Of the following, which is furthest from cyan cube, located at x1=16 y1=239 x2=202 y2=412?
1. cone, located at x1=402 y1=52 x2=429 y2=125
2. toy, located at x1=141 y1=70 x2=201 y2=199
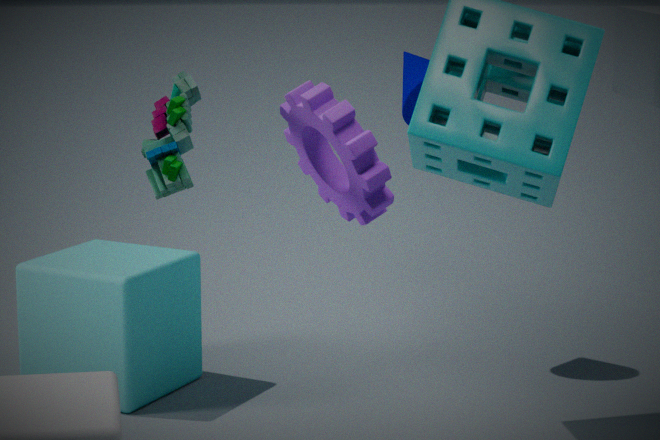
toy, located at x1=141 y1=70 x2=201 y2=199
